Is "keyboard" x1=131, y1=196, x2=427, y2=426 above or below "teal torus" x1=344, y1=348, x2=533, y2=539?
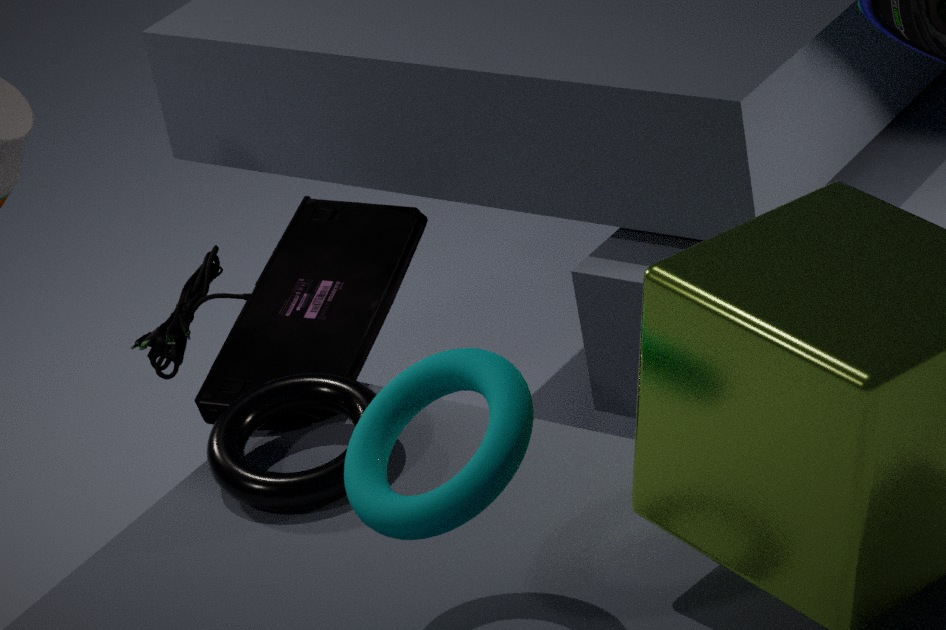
below
